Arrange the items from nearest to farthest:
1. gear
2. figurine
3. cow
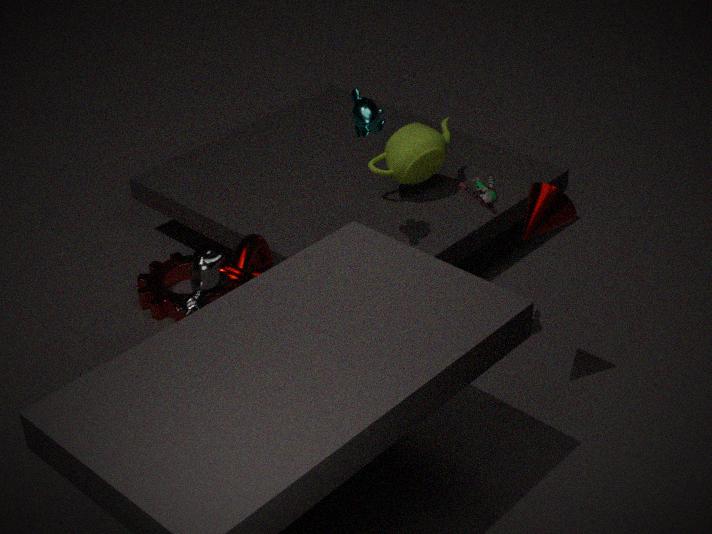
cow, figurine, gear
